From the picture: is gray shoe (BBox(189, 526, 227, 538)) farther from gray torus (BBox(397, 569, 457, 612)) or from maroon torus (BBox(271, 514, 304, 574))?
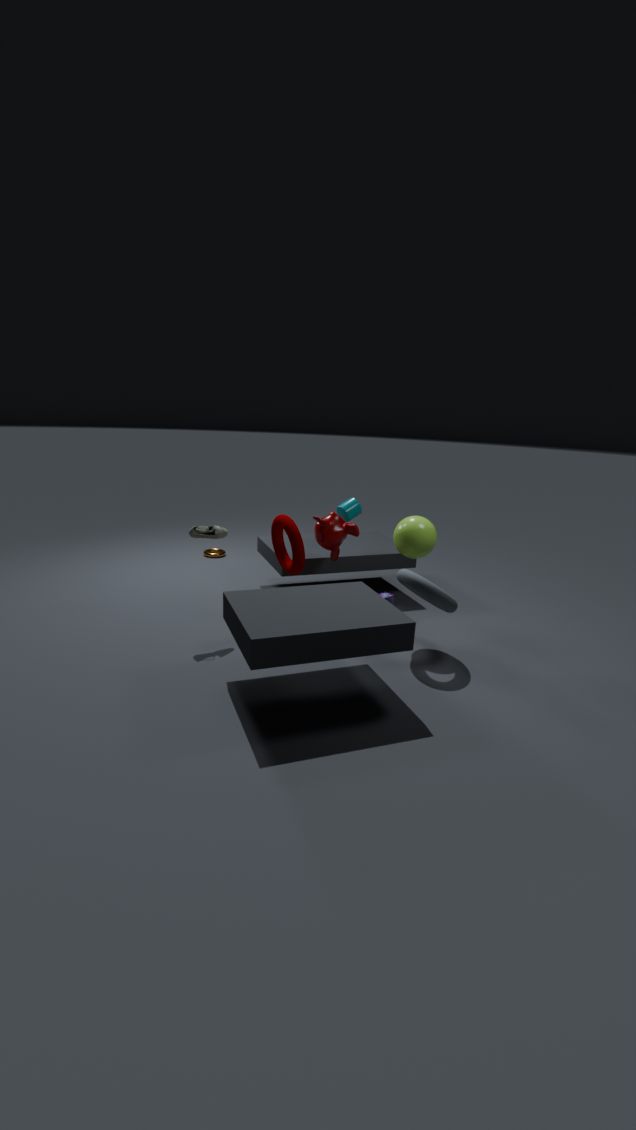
gray torus (BBox(397, 569, 457, 612))
